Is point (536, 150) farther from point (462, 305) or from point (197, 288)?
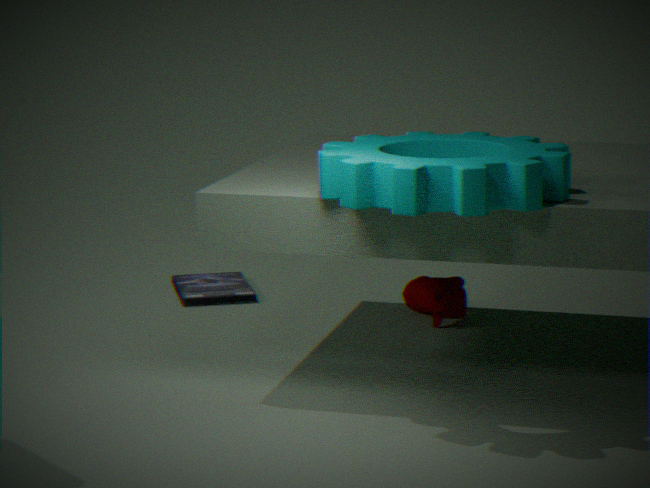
point (197, 288)
